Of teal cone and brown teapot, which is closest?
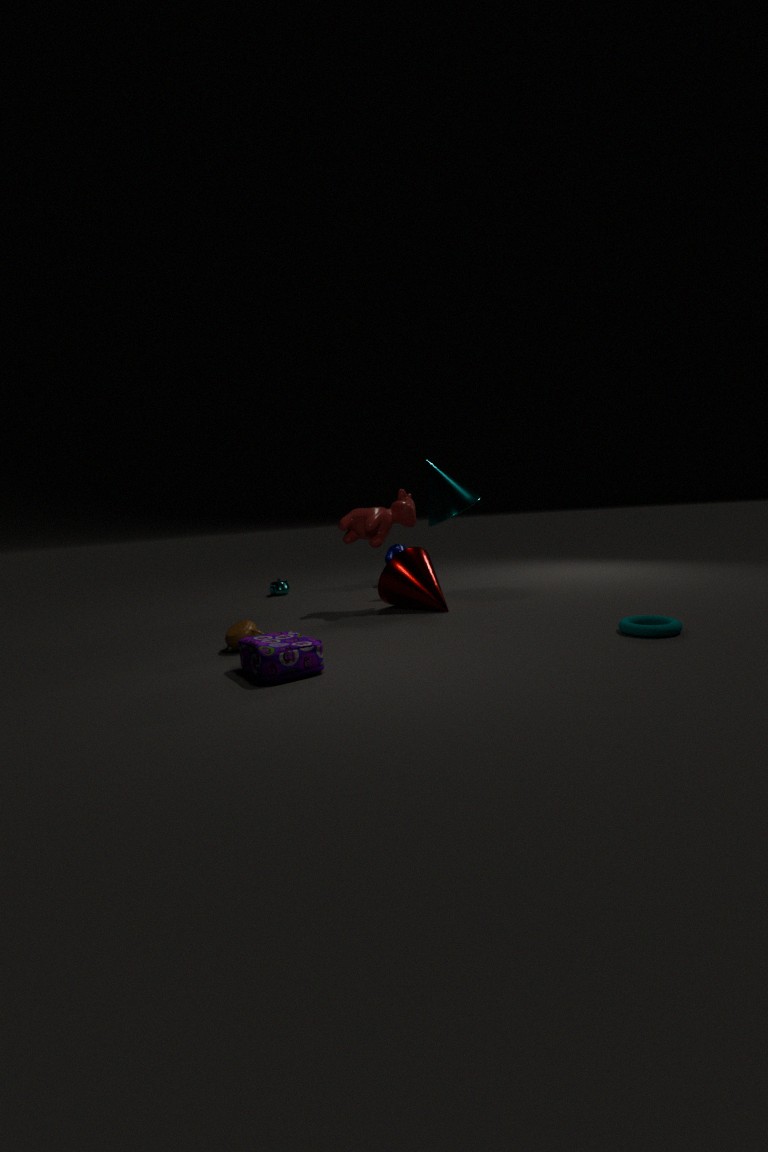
brown teapot
